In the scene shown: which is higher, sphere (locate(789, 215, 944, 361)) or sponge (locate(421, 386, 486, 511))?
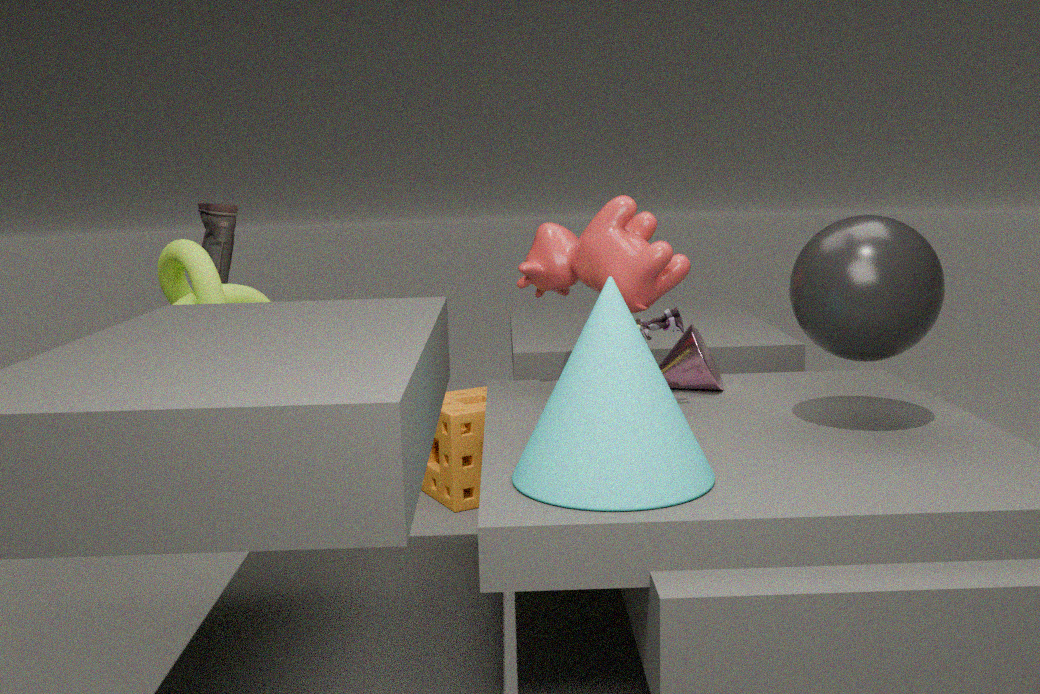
sphere (locate(789, 215, 944, 361))
